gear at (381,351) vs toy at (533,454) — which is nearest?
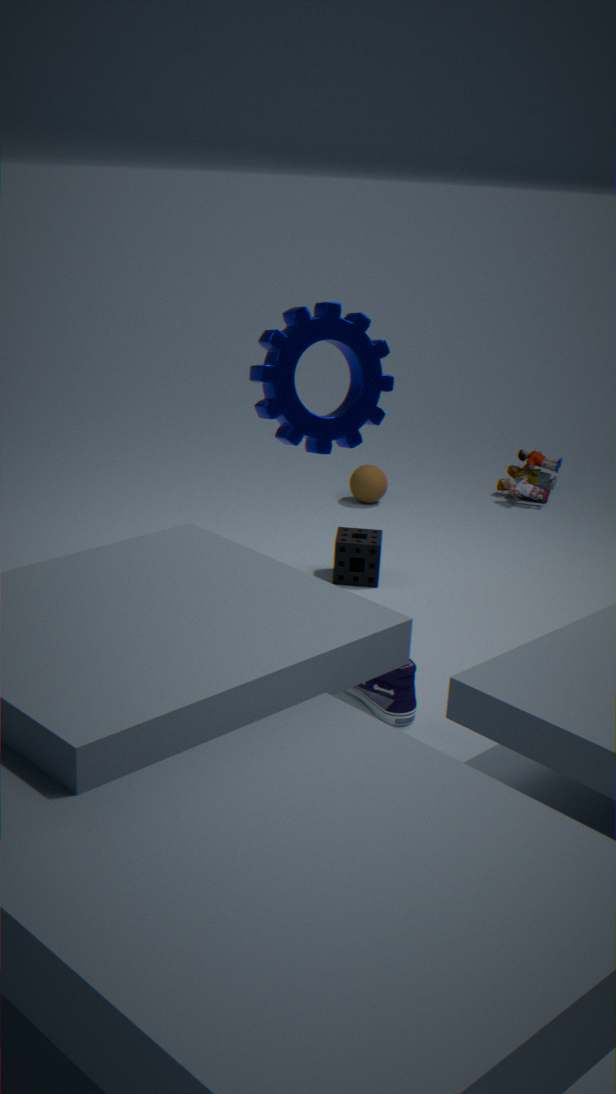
gear at (381,351)
